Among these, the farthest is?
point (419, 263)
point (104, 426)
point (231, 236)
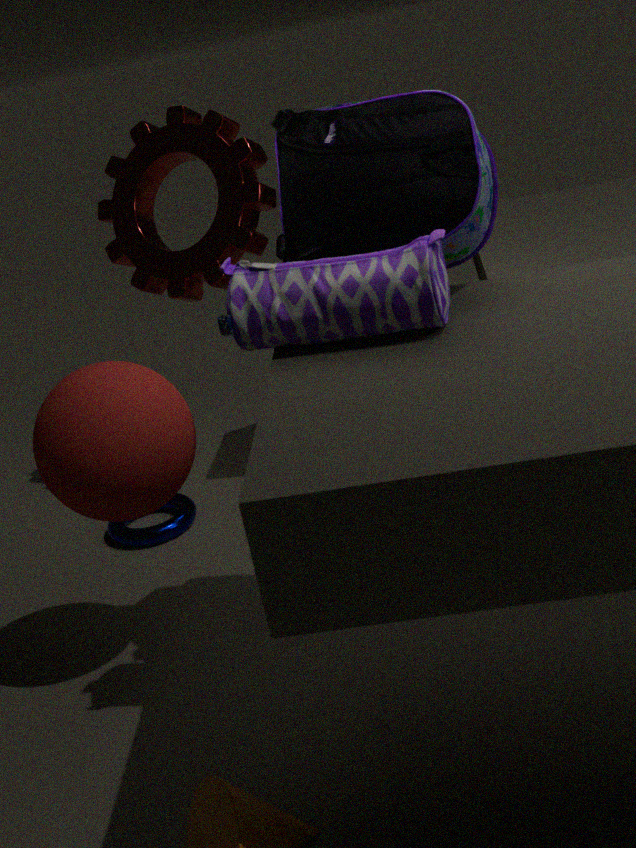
point (231, 236)
